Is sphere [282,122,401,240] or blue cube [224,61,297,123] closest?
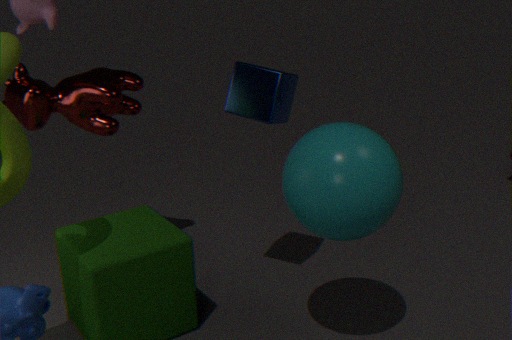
sphere [282,122,401,240]
